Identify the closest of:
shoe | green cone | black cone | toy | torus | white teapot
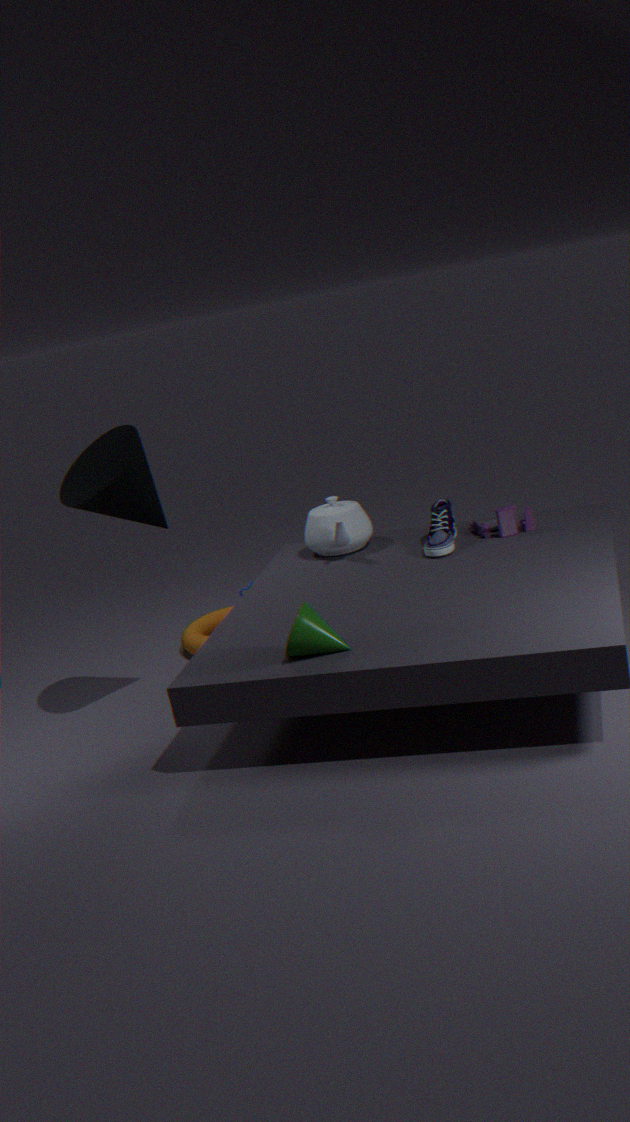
green cone
